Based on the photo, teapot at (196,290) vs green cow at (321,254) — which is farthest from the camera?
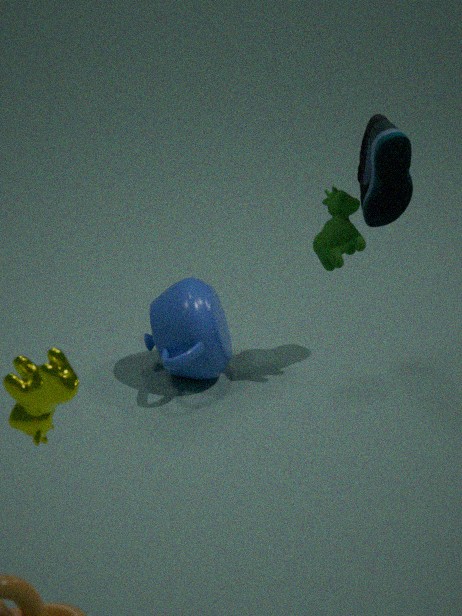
green cow at (321,254)
